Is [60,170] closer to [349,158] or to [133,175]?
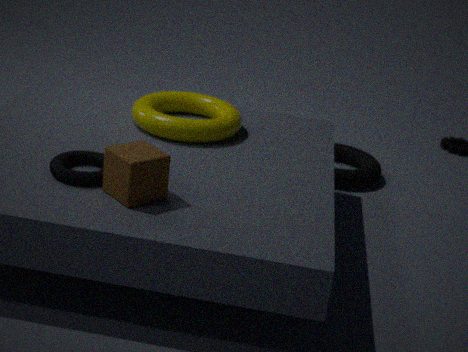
[133,175]
